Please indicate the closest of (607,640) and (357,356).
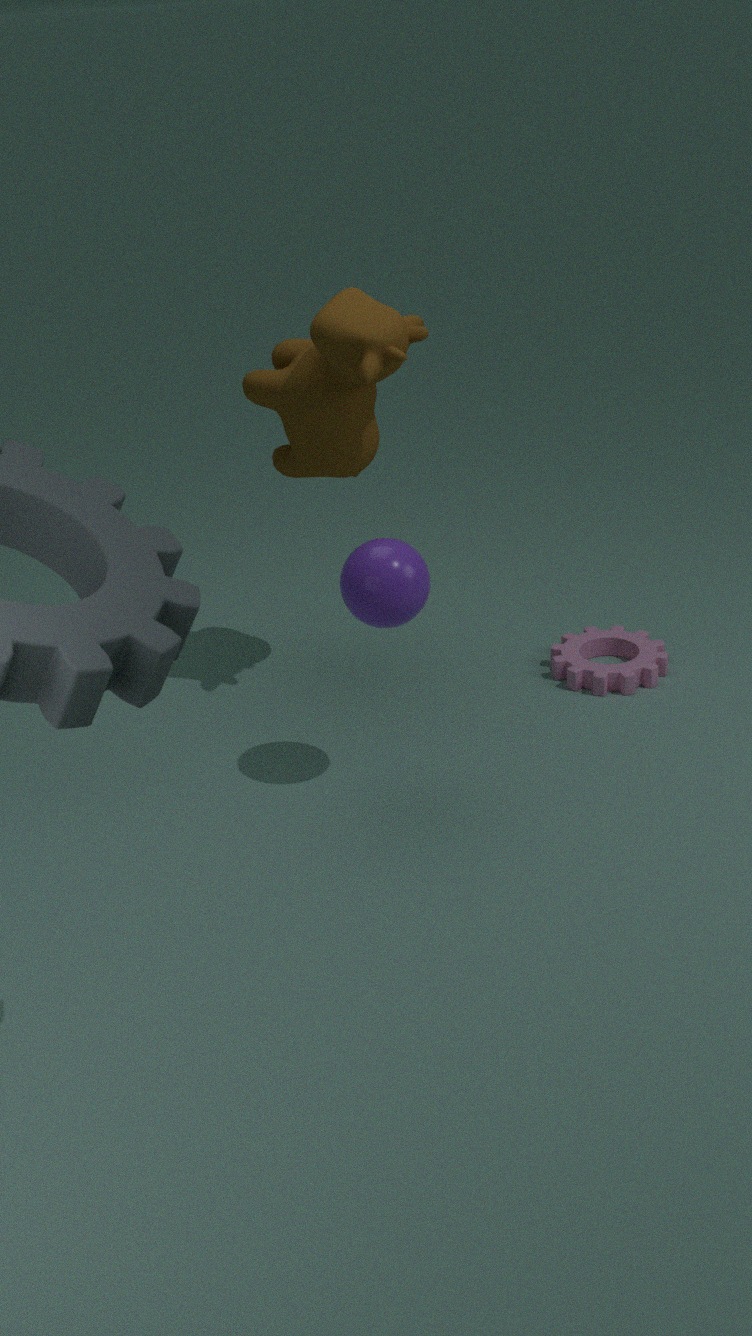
(357,356)
